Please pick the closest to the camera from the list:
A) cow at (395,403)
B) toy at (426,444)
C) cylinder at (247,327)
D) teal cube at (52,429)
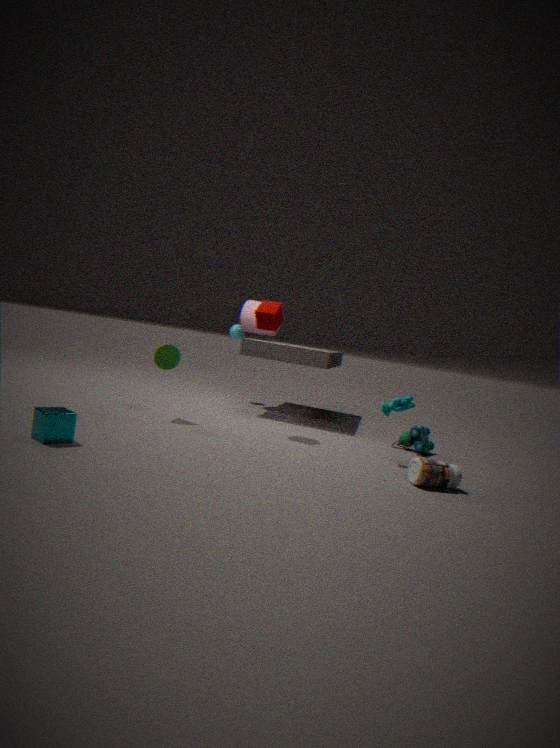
teal cube at (52,429)
